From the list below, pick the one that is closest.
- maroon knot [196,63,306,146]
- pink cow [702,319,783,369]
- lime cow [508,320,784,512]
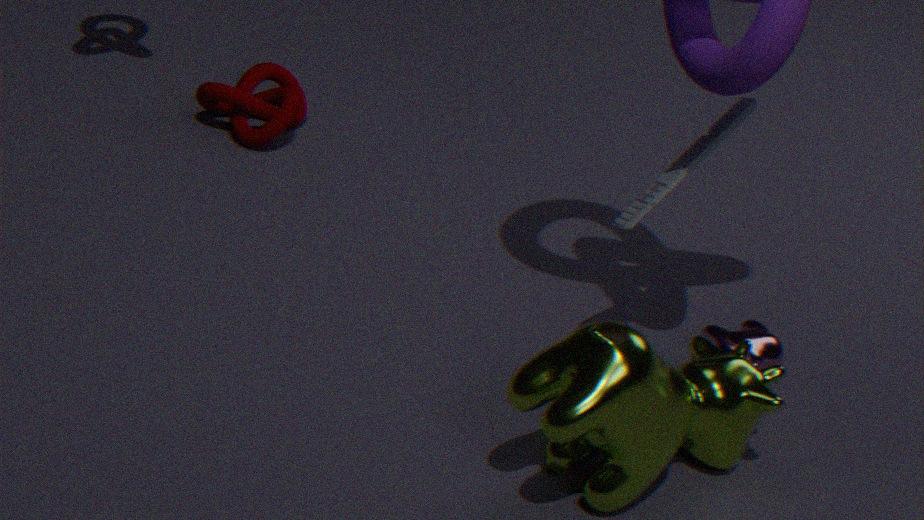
lime cow [508,320,784,512]
